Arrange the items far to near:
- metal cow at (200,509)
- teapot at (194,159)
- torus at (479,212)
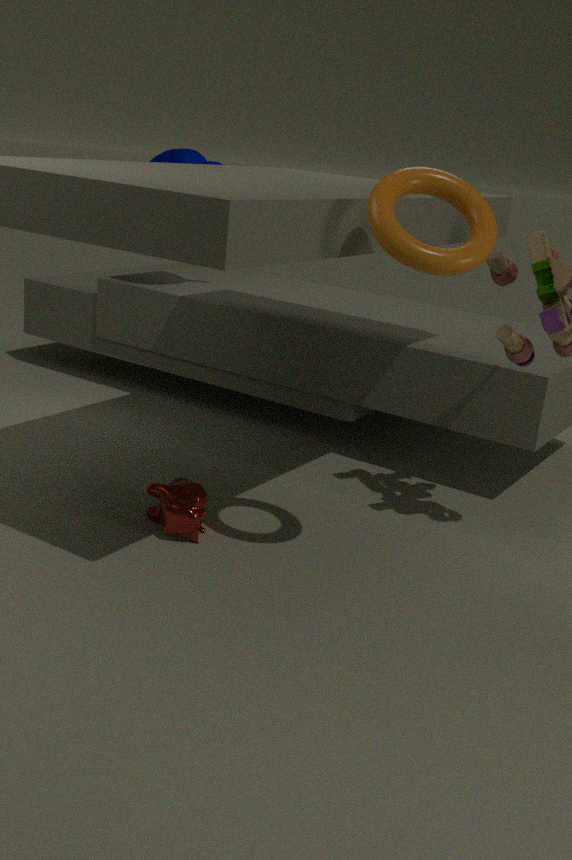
teapot at (194,159)
metal cow at (200,509)
torus at (479,212)
